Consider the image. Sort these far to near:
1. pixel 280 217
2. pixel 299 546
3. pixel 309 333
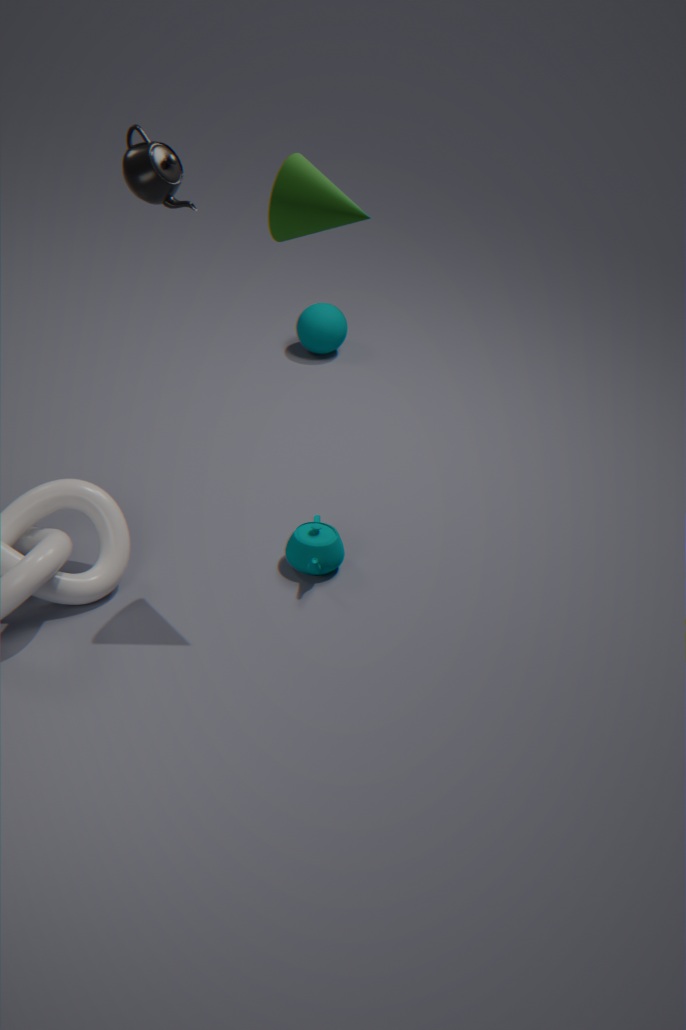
pixel 309 333 < pixel 299 546 < pixel 280 217
